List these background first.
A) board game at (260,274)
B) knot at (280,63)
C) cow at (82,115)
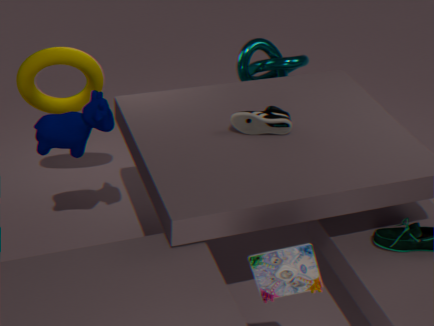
knot at (280,63)
cow at (82,115)
board game at (260,274)
